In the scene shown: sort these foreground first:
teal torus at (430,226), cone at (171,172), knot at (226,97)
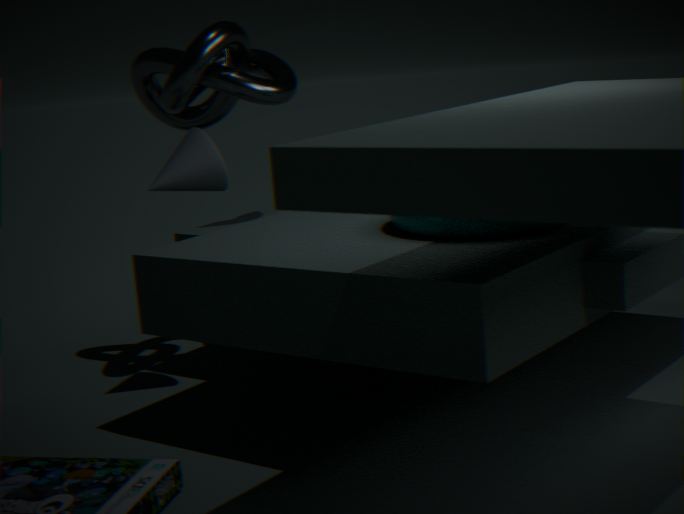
teal torus at (430,226), cone at (171,172), knot at (226,97)
